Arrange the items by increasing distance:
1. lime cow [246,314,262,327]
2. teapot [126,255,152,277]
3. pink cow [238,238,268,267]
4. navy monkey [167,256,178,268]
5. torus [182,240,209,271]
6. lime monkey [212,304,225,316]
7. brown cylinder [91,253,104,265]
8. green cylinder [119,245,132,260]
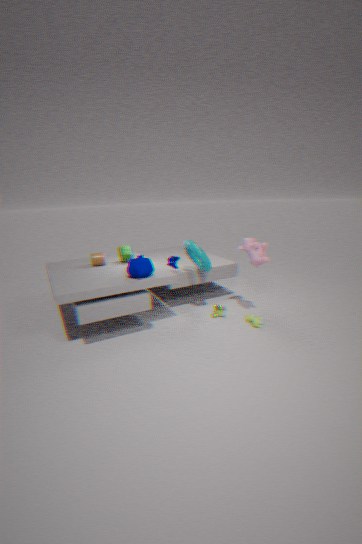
1. teapot [126,255,152,277]
2. lime cow [246,314,262,327]
3. pink cow [238,238,268,267]
4. torus [182,240,209,271]
5. lime monkey [212,304,225,316]
6. navy monkey [167,256,178,268]
7. brown cylinder [91,253,104,265]
8. green cylinder [119,245,132,260]
